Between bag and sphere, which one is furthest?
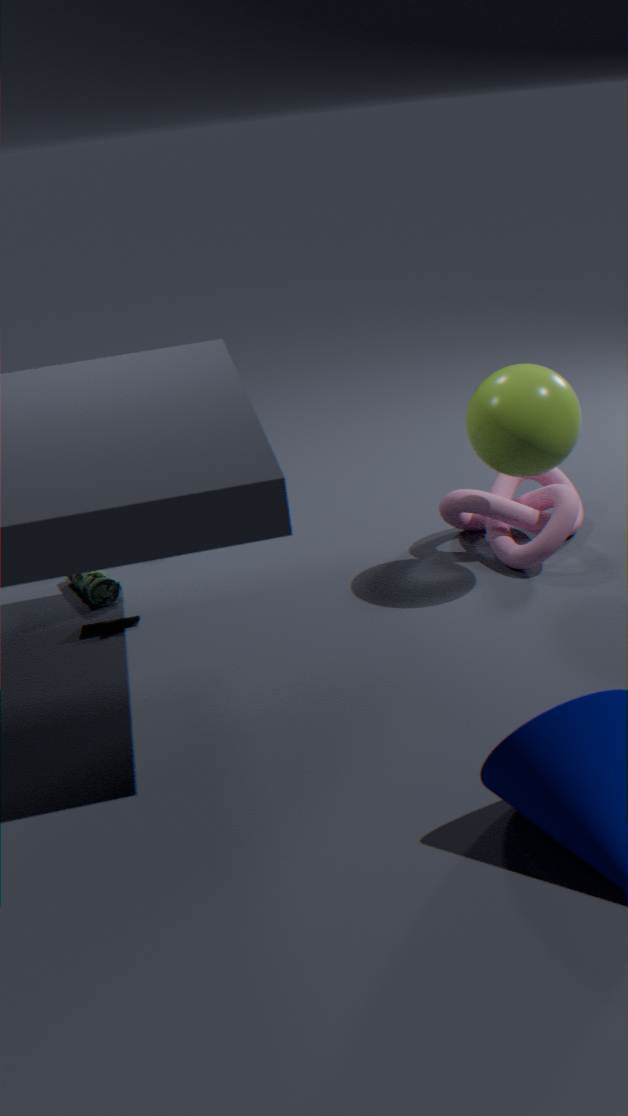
bag
